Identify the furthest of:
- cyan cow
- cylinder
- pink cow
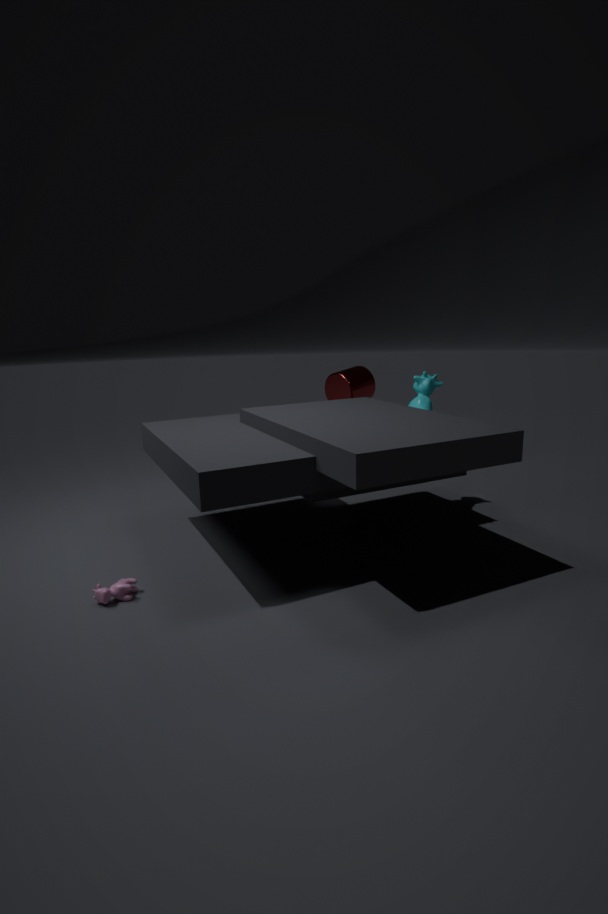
cylinder
